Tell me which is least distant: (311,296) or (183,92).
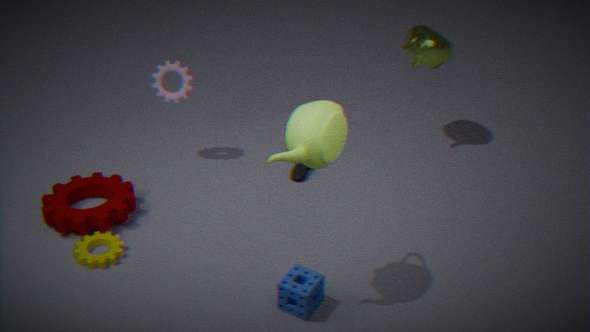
(311,296)
